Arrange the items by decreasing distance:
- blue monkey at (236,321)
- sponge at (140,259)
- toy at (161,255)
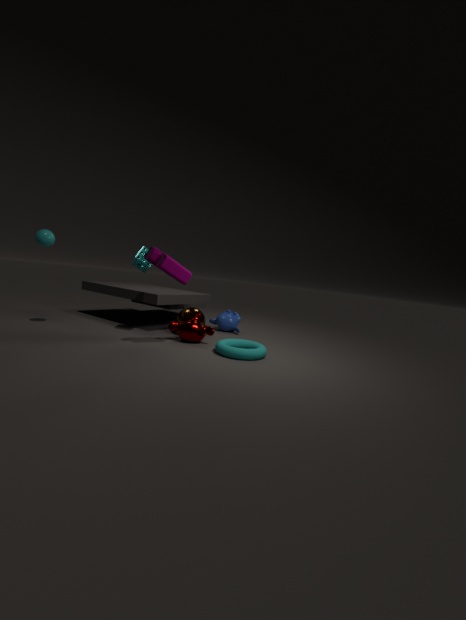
blue monkey at (236,321) < sponge at (140,259) < toy at (161,255)
